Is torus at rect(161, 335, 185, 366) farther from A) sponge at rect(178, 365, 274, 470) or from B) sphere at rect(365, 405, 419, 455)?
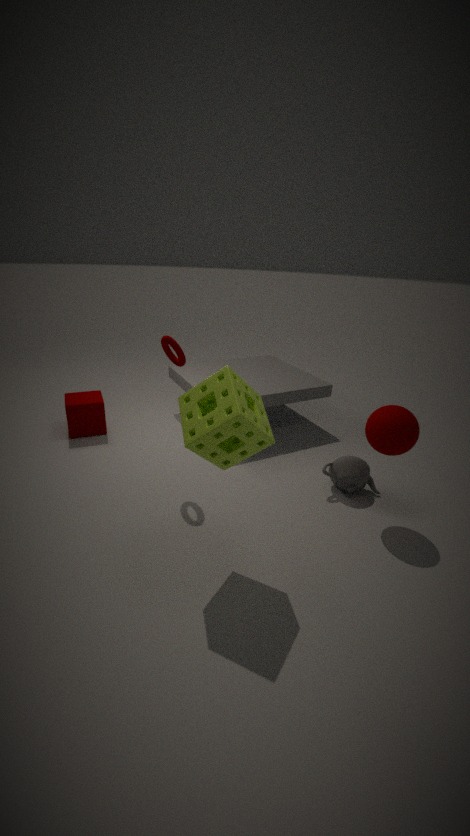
B) sphere at rect(365, 405, 419, 455)
